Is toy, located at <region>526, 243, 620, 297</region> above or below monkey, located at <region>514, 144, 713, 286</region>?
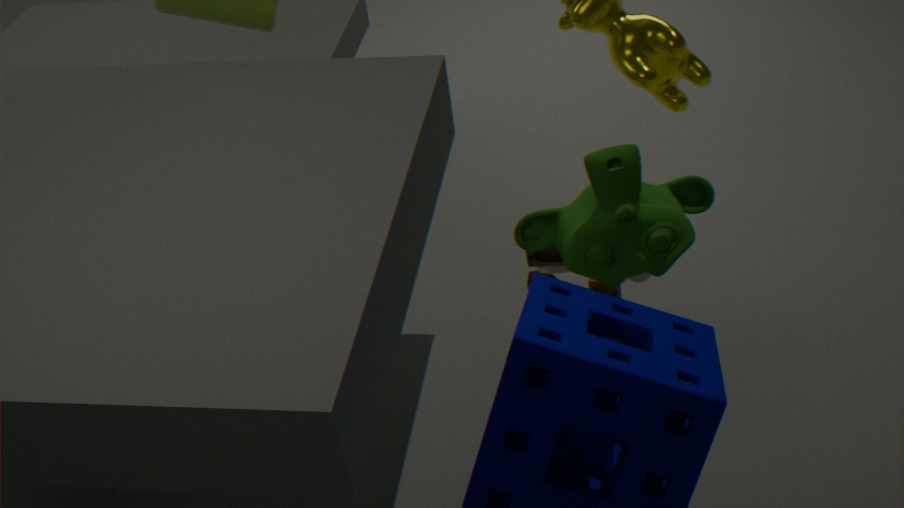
below
